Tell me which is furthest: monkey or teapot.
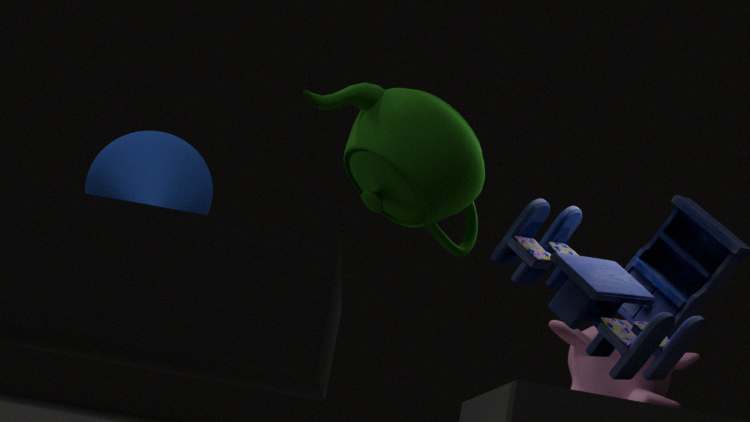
monkey
